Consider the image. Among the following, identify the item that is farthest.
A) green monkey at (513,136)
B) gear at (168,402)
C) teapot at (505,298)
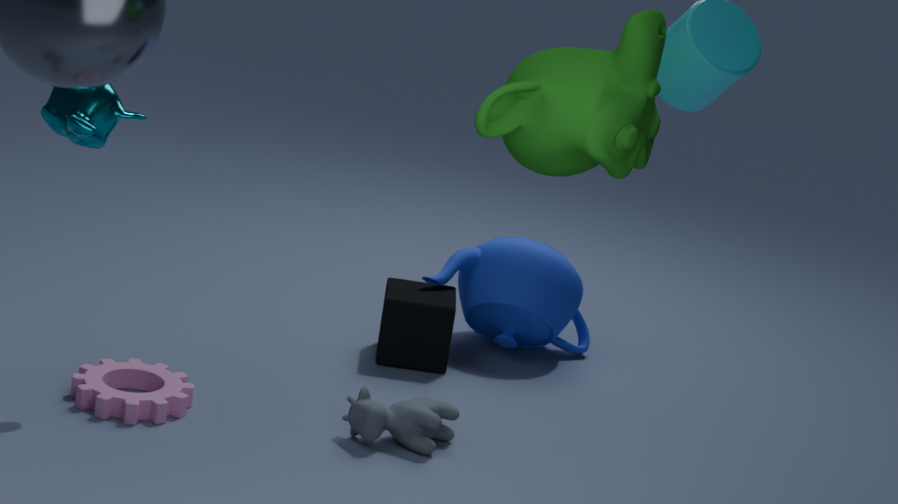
teapot at (505,298)
